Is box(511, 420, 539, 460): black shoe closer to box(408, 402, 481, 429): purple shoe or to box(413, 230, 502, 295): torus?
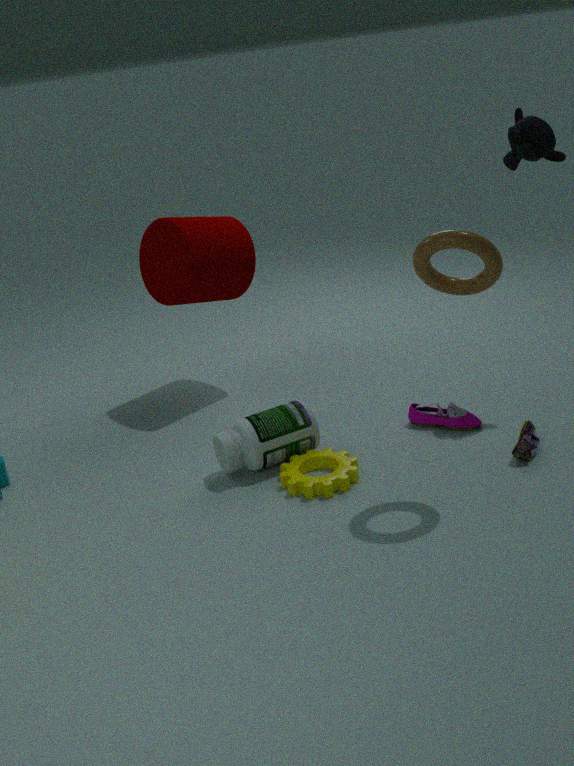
box(408, 402, 481, 429): purple shoe
